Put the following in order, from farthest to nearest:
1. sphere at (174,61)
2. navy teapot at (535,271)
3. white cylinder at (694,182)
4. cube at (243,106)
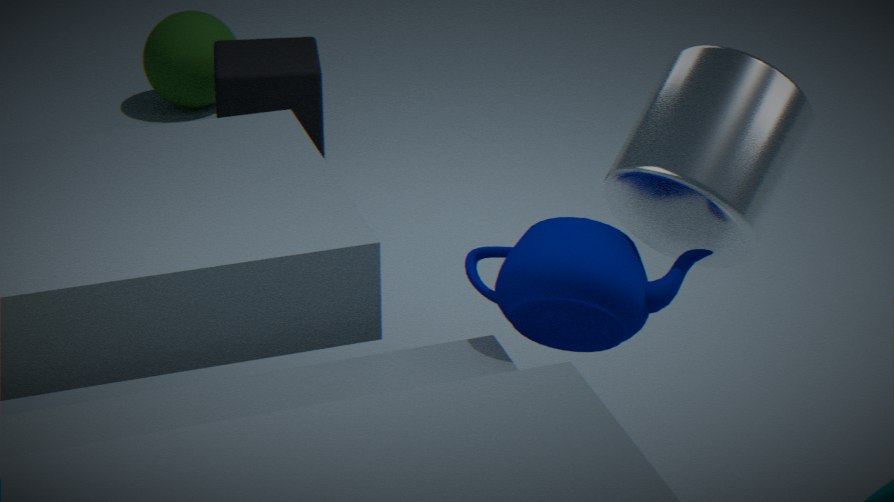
sphere at (174,61) < cube at (243,106) < white cylinder at (694,182) < navy teapot at (535,271)
